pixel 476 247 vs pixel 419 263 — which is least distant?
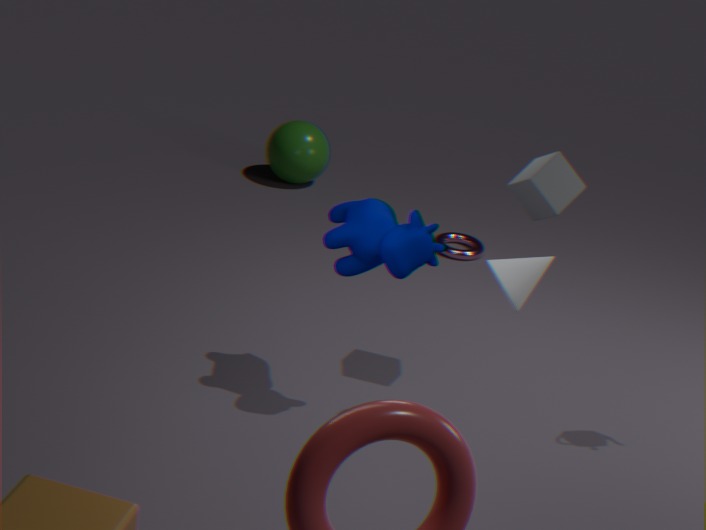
pixel 419 263
